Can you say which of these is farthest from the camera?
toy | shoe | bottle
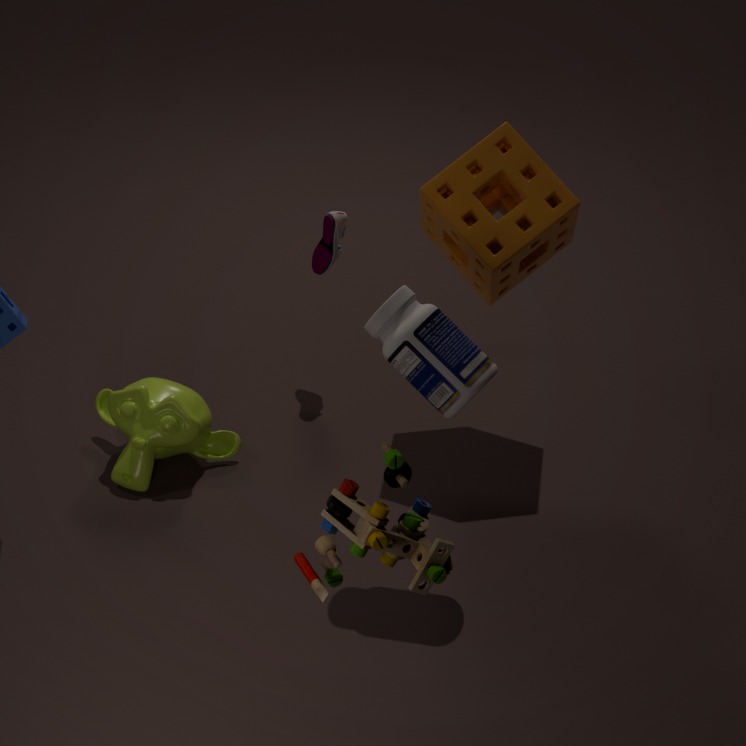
shoe
